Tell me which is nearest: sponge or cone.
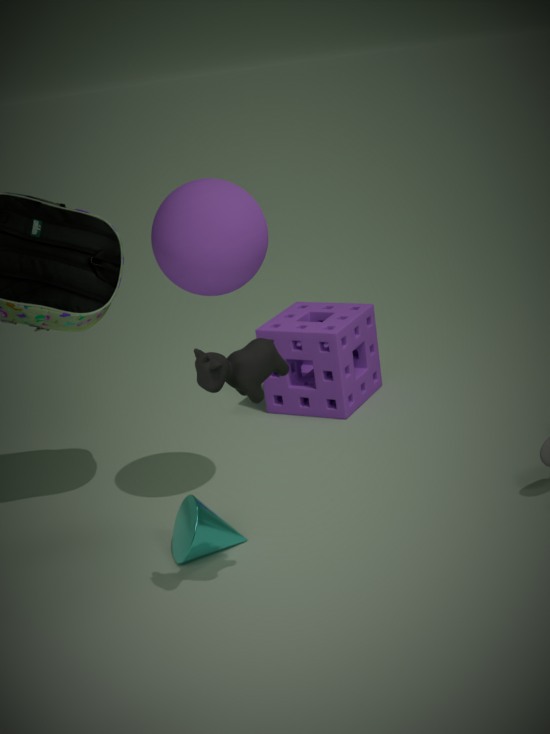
cone
